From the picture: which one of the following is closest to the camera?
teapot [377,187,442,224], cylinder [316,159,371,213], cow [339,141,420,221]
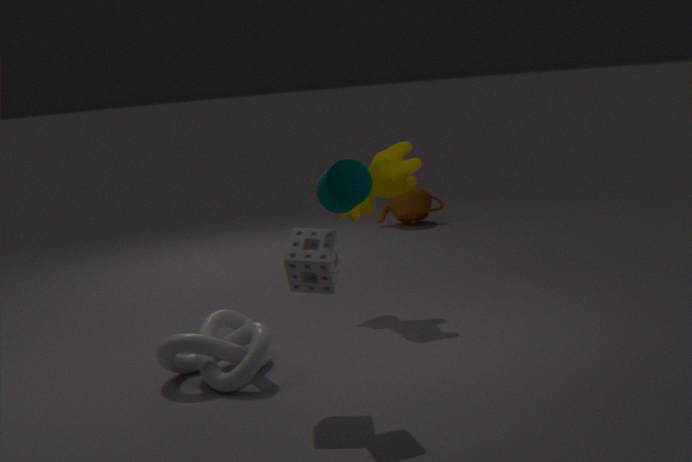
cylinder [316,159,371,213]
